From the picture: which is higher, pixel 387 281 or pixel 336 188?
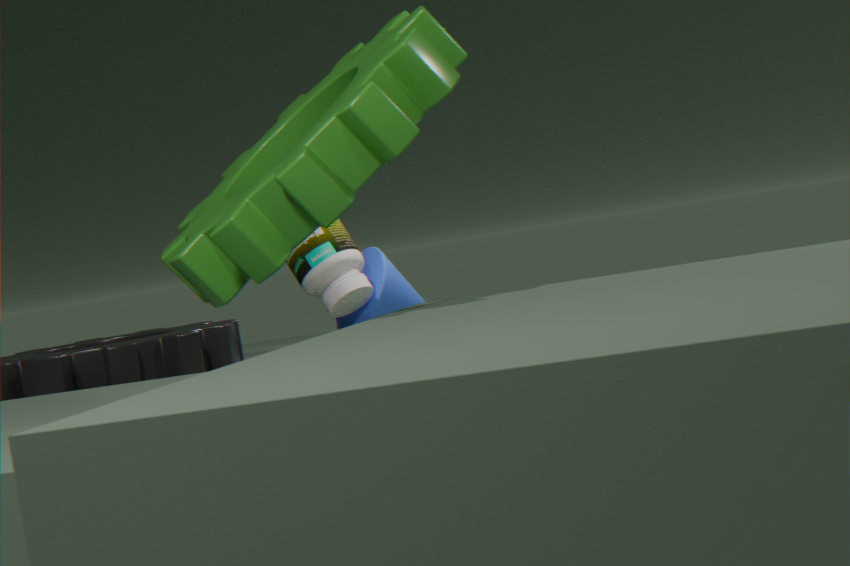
pixel 336 188
